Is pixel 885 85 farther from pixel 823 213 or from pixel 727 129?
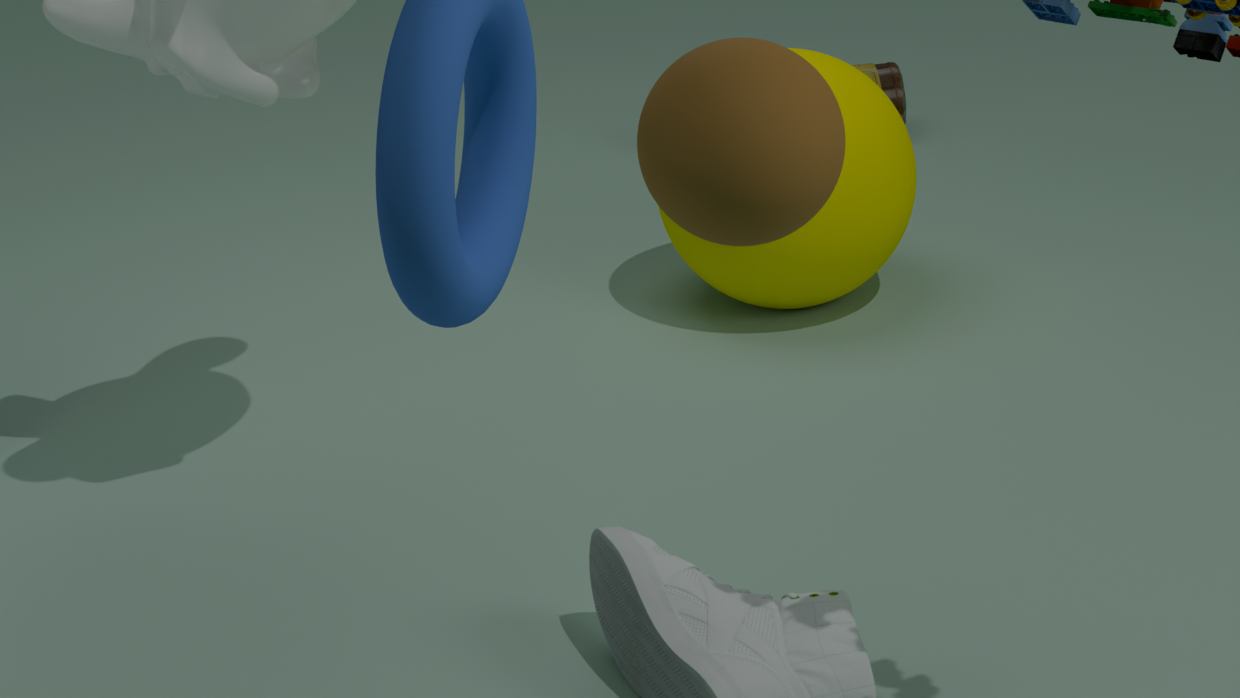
pixel 727 129
